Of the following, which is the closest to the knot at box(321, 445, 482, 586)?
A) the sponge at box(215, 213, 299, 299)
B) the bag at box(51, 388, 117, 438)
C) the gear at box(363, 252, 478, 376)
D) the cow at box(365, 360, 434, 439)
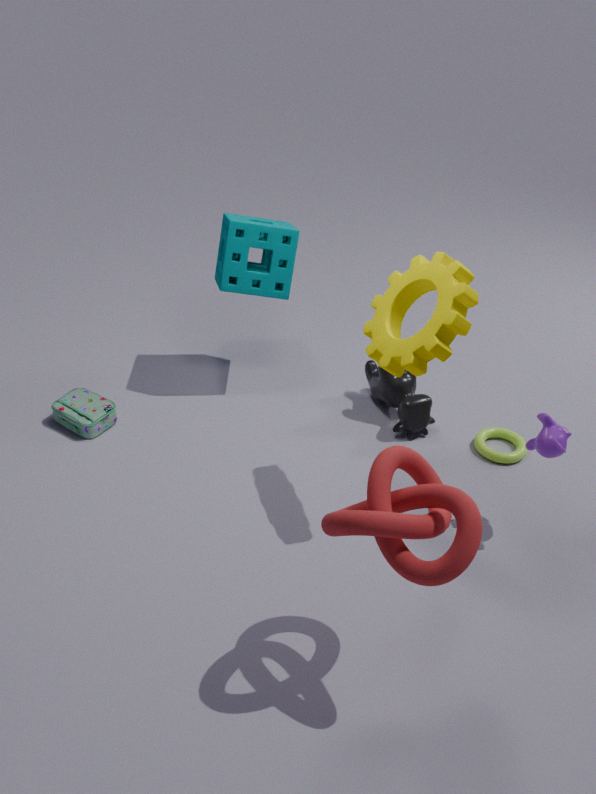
the gear at box(363, 252, 478, 376)
